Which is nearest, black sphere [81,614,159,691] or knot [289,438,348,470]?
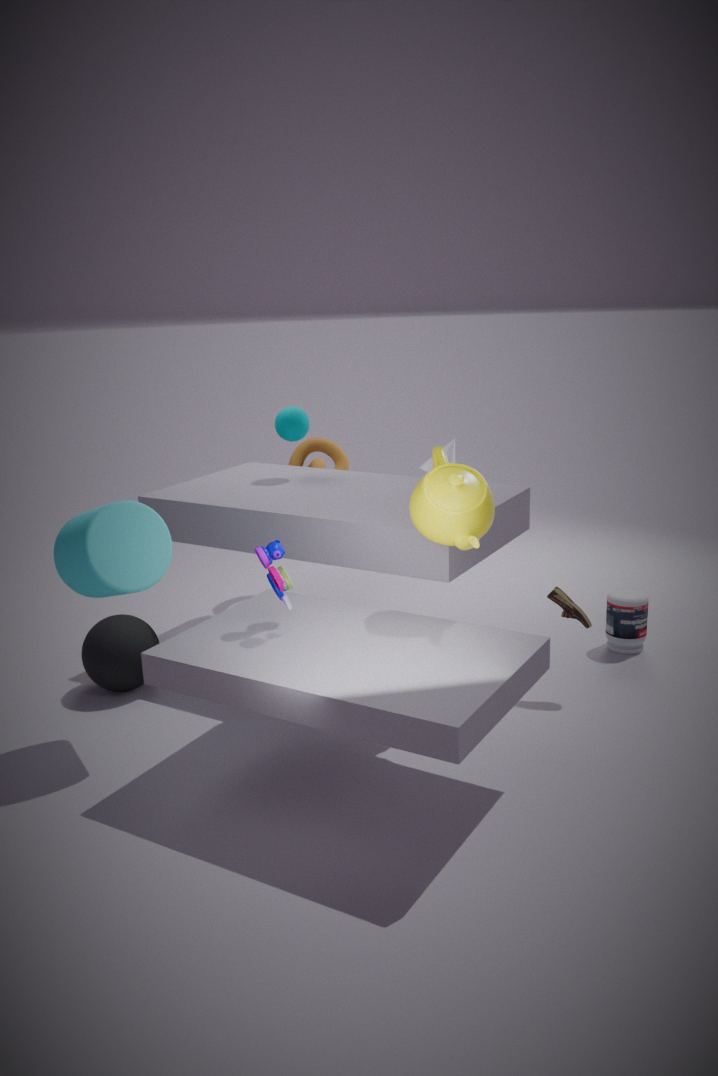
black sphere [81,614,159,691]
